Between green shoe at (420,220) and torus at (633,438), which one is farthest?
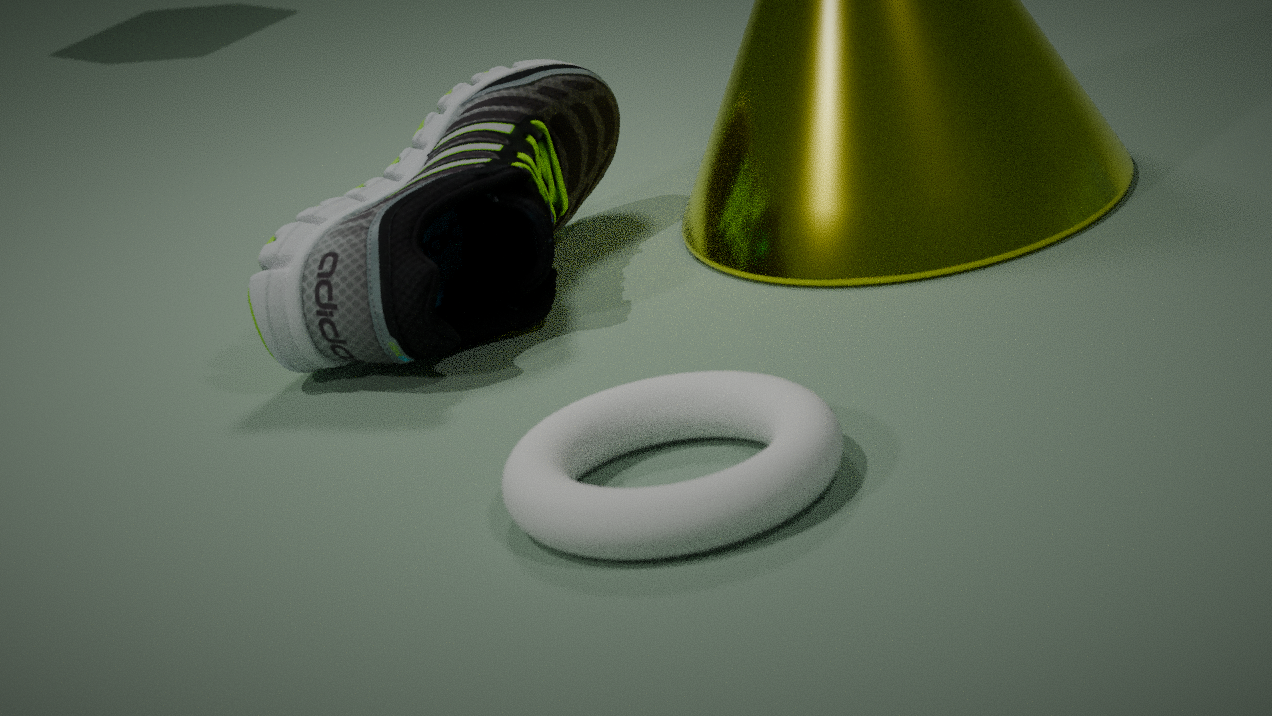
green shoe at (420,220)
